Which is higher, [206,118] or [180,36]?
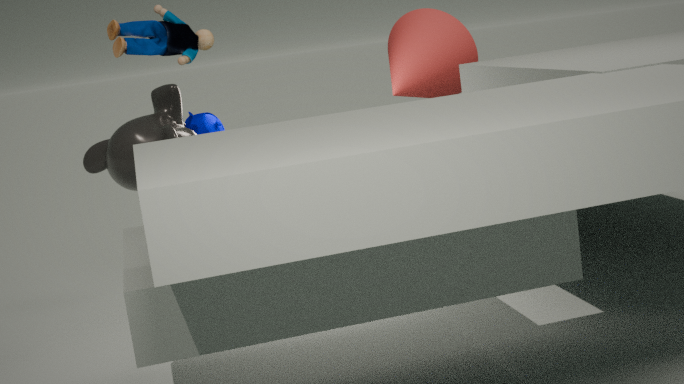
[180,36]
